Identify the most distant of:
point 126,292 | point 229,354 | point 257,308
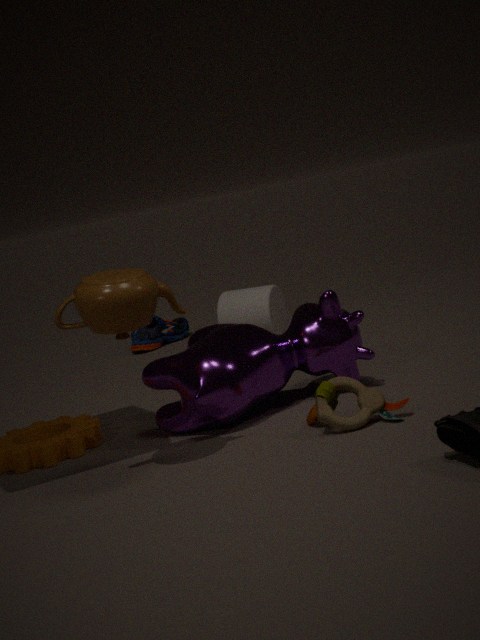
point 257,308
